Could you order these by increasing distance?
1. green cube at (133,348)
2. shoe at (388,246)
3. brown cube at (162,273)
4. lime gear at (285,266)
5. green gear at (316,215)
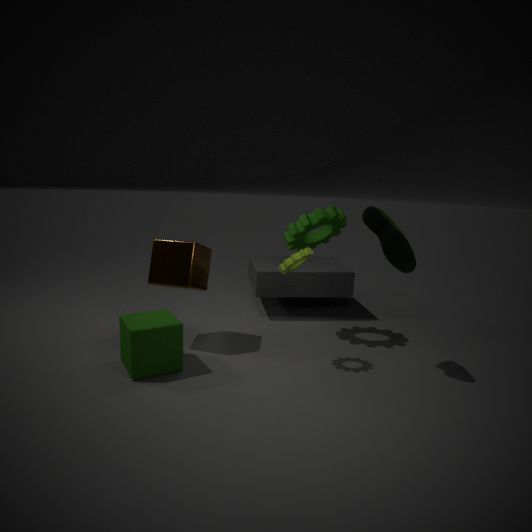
green cube at (133,348) → shoe at (388,246) → lime gear at (285,266) → brown cube at (162,273) → green gear at (316,215)
